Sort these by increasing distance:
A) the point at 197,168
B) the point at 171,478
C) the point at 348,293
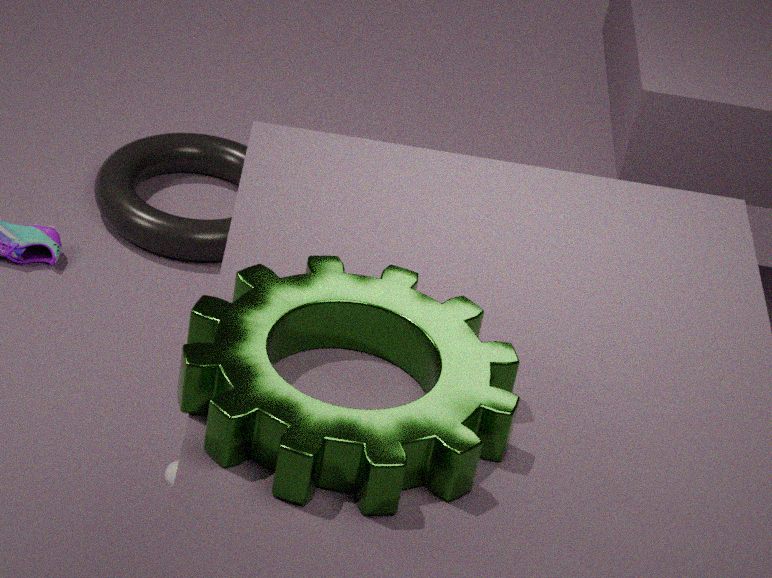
the point at 348,293
the point at 171,478
the point at 197,168
